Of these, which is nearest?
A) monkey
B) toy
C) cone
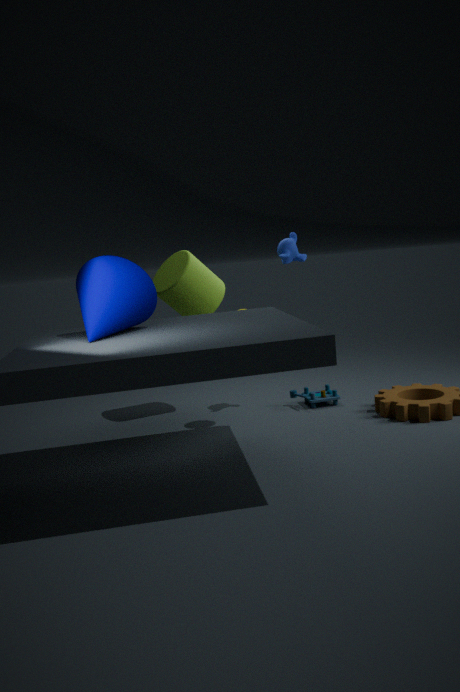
cone
